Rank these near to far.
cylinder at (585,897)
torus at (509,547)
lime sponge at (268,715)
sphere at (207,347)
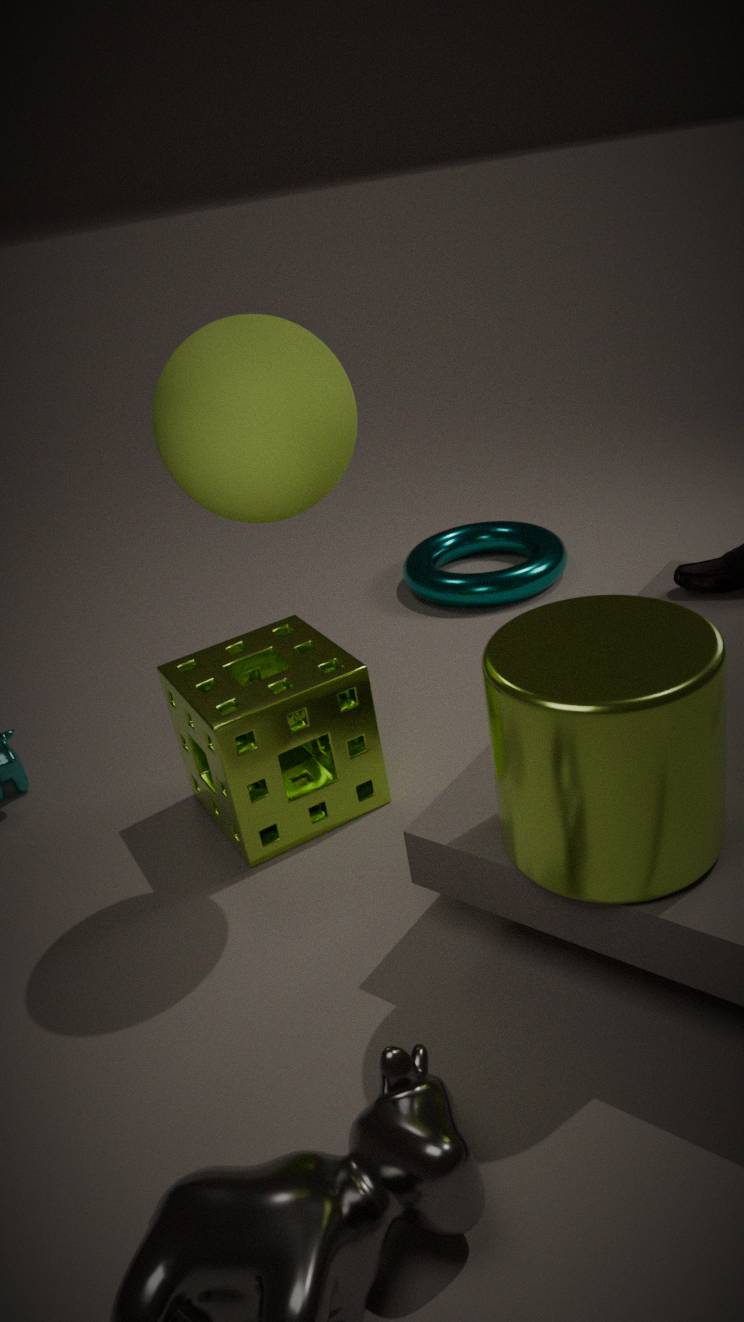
cylinder at (585,897) → sphere at (207,347) → lime sponge at (268,715) → torus at (509,547)
